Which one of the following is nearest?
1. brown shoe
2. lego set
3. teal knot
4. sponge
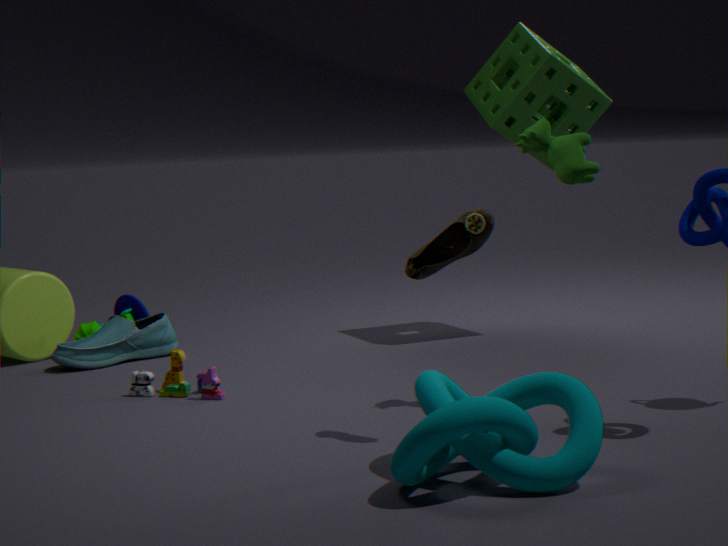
teal knot
